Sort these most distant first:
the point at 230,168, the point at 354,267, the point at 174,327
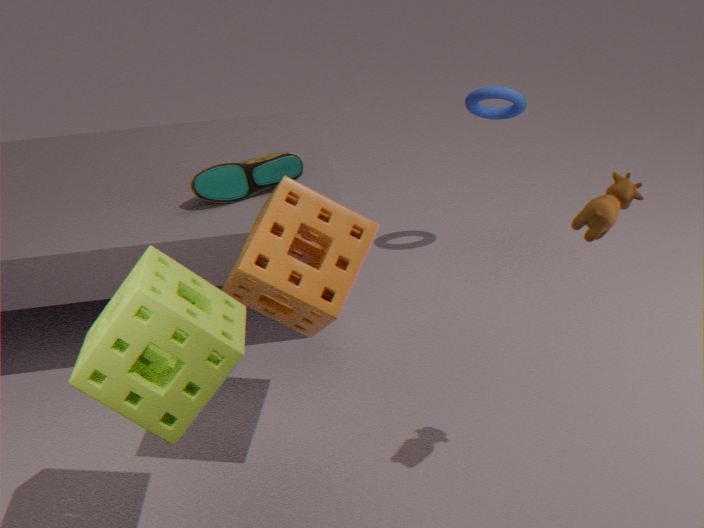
the point at 230,168 → the point at 354,267 → the point at 174,327
